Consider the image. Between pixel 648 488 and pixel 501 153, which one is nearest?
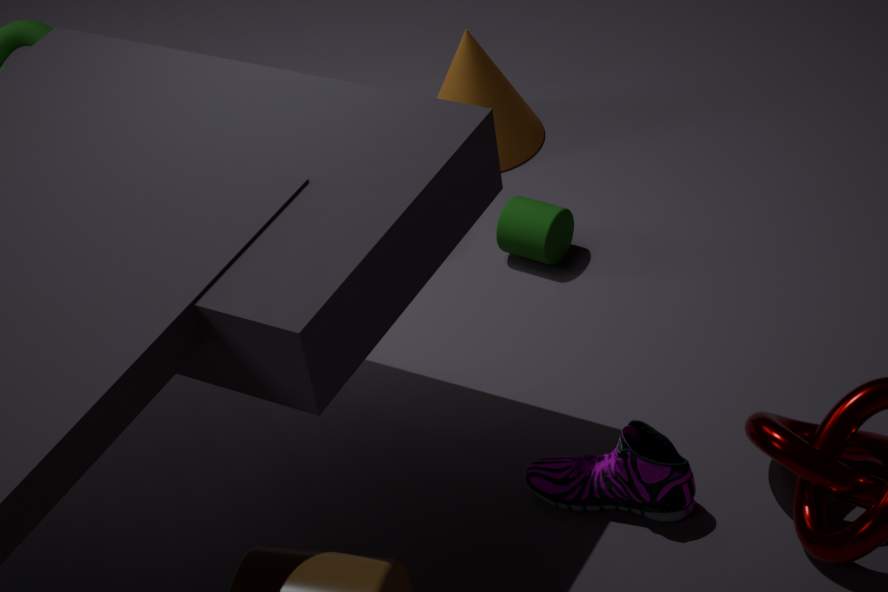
pixel 648 488
